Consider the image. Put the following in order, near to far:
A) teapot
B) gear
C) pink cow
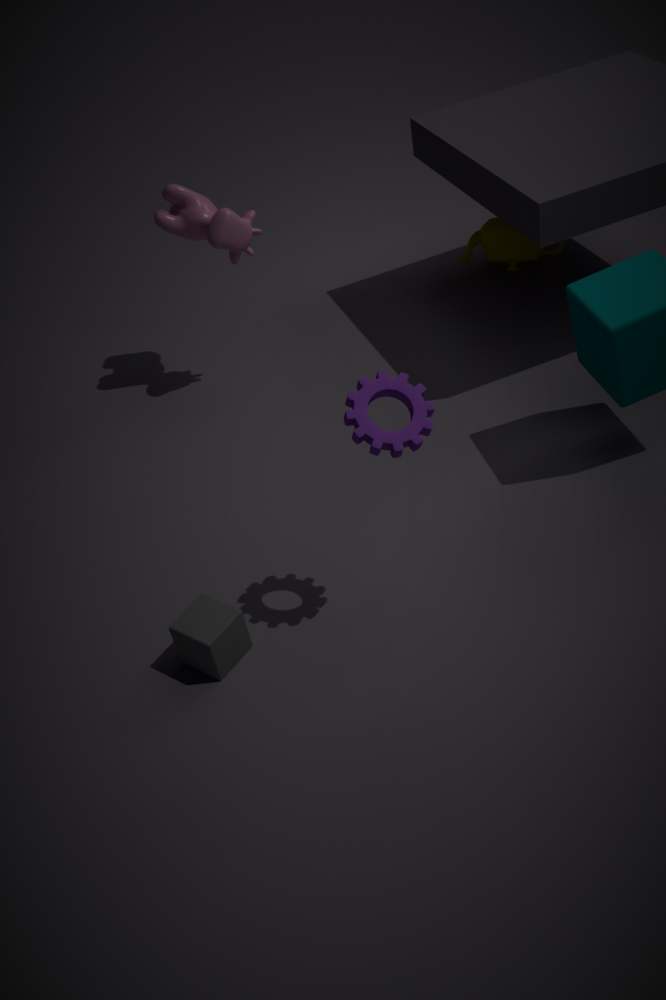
1. gear
2. pink cow
3. teapot
